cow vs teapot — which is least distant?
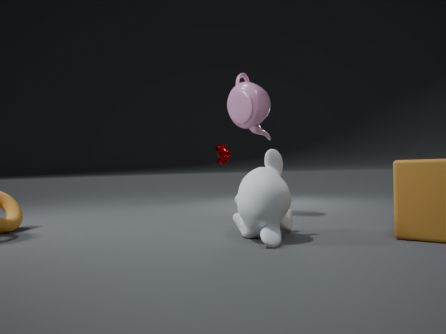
teapot
